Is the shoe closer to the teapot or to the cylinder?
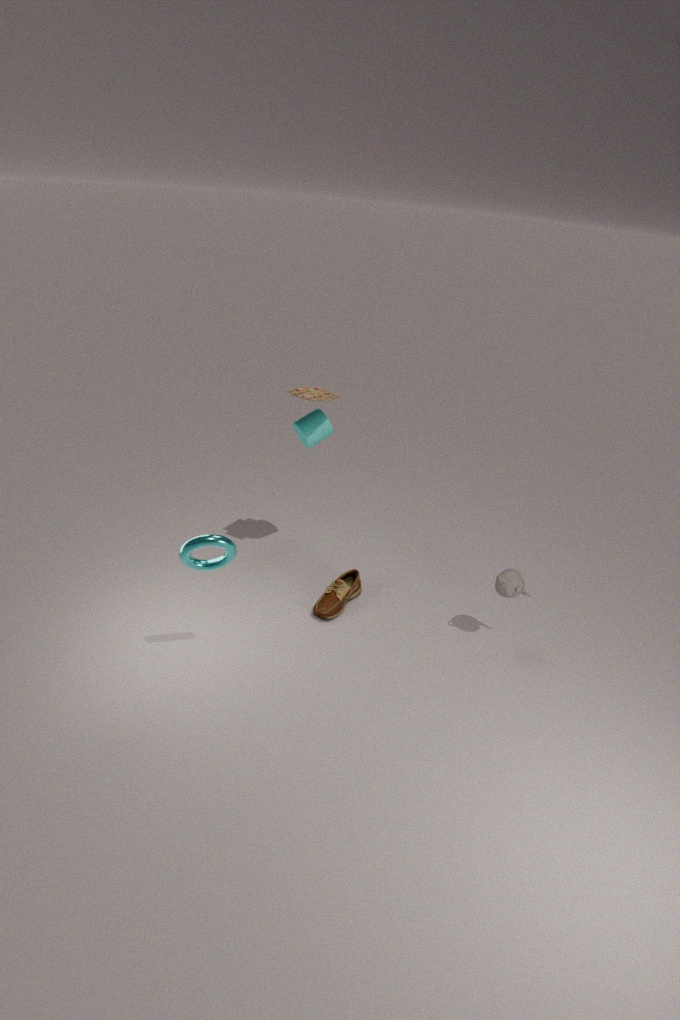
the cylinder
